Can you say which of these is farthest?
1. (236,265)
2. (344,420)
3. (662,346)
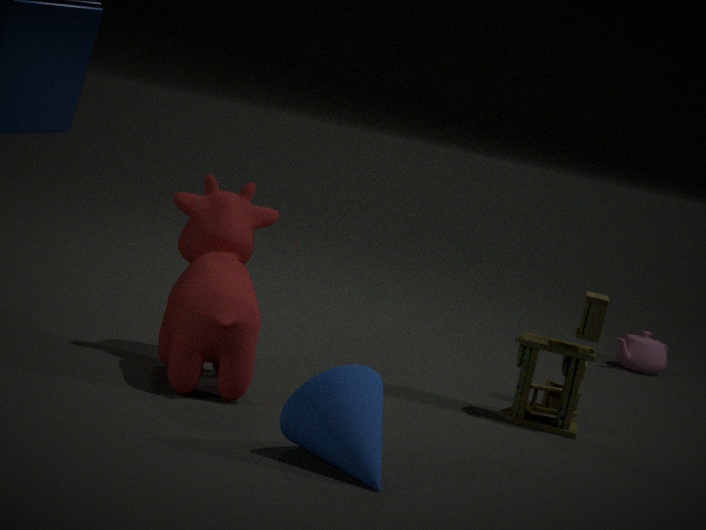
(662,346)
